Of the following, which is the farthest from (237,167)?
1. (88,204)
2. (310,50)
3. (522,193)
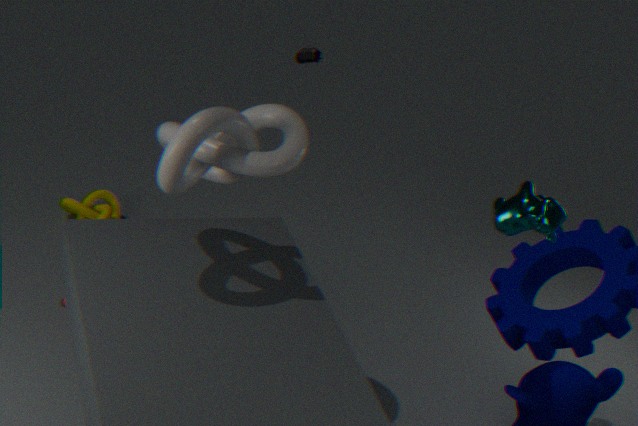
(310,50)
